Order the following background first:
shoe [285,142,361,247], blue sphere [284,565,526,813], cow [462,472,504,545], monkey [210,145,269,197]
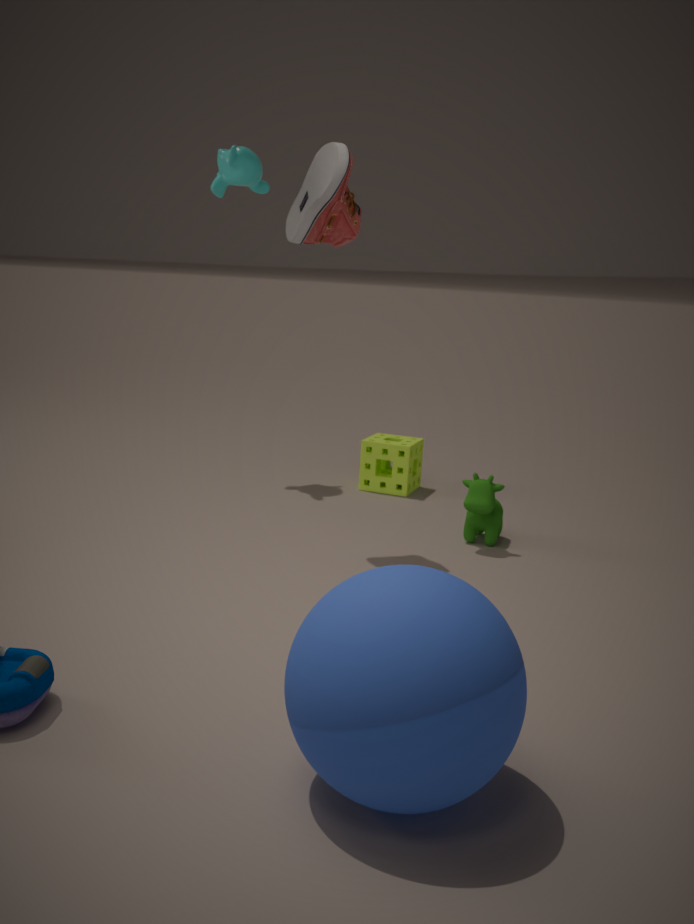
1. monkey [210,145,269,197]
2. cow [462,472,504,545]
3. shoe [285,142,361,247]
4. blue sphere [284,565,526,813]
